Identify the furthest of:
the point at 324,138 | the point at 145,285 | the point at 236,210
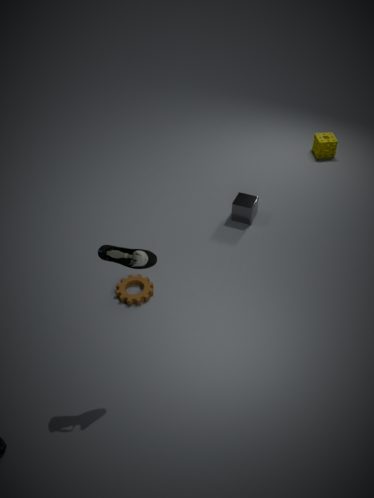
the point at 324,138
